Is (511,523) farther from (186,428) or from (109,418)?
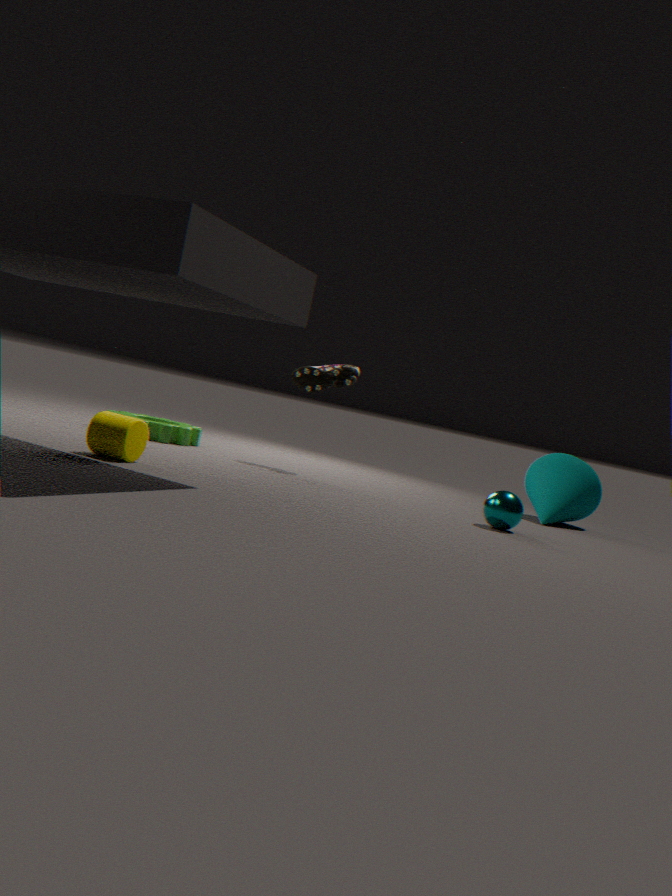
(186,428)
